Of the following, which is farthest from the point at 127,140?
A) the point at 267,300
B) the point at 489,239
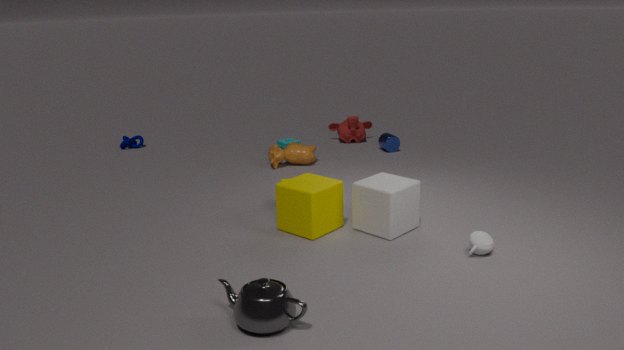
the point at 489,239
